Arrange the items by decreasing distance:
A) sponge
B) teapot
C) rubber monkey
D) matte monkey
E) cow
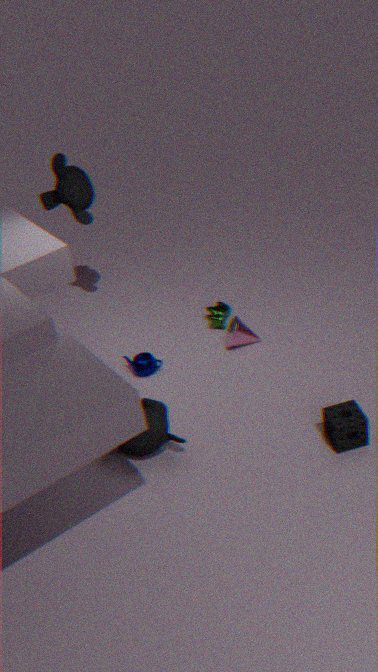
1. cow
2. matte monkey
3. teapot
4. rubber monkey
5. sponge
